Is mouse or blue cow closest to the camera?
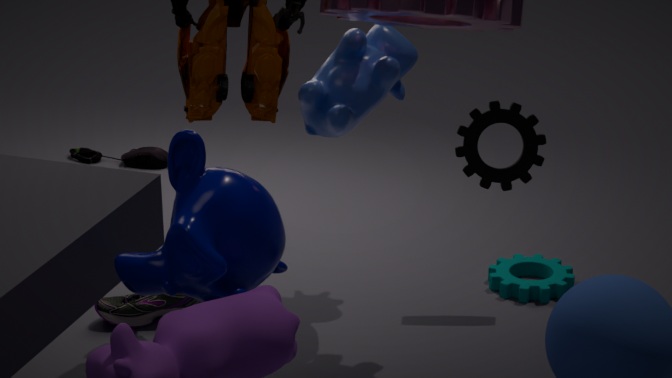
blue cow
